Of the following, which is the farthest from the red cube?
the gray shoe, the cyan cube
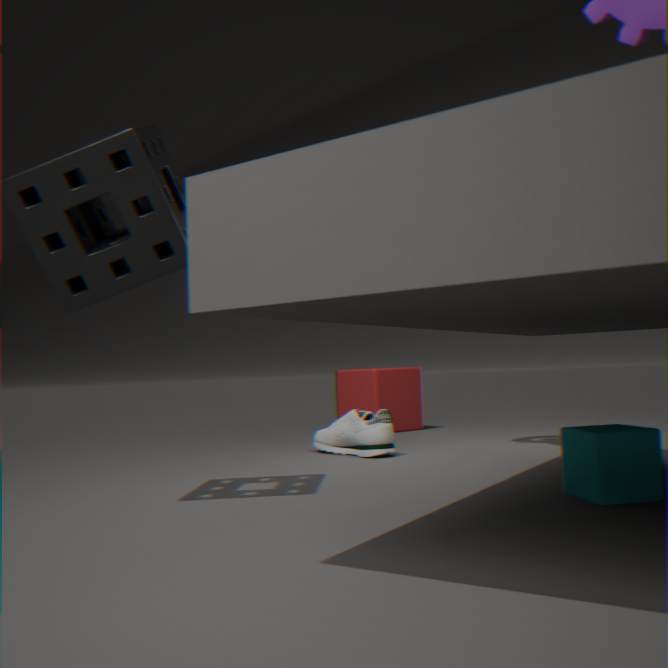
the cyan cube
